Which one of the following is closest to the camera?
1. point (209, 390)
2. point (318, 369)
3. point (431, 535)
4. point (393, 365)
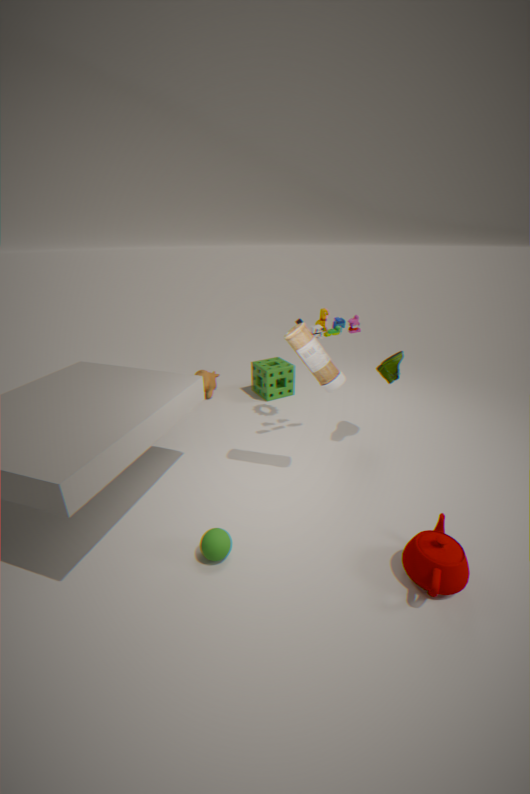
point (431, 535)
